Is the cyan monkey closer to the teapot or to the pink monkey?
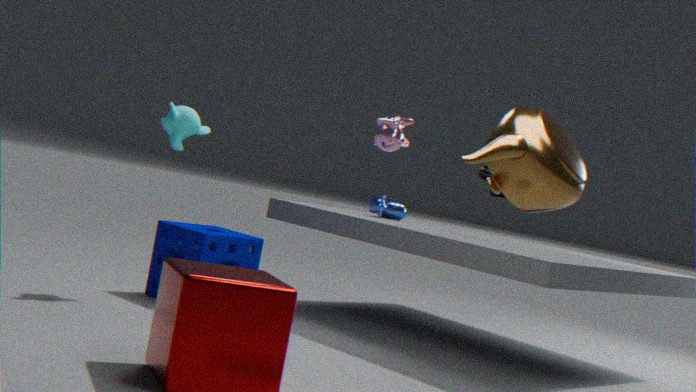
the pink monkey
